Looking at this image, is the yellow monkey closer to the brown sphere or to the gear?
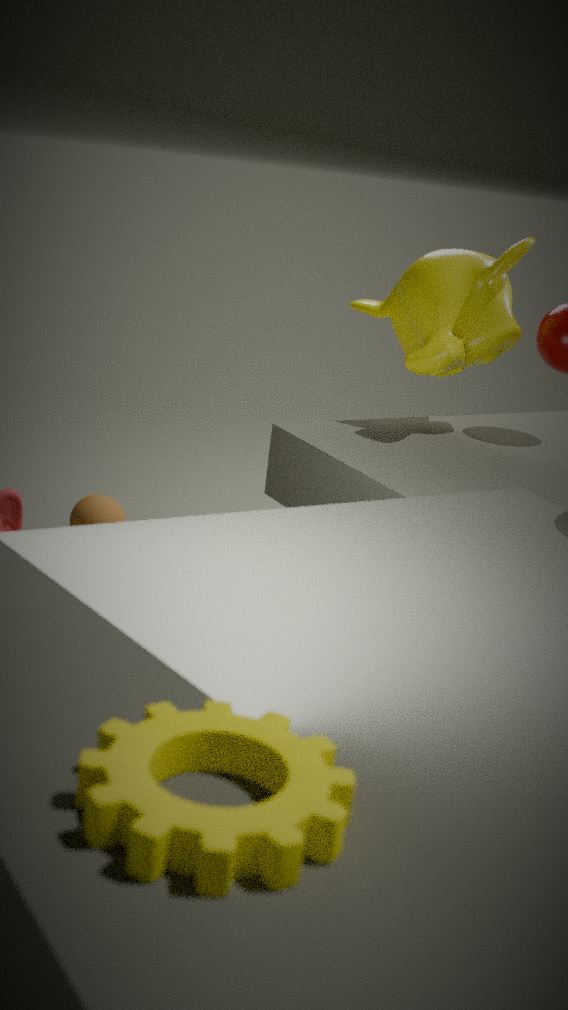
the brown sphere
